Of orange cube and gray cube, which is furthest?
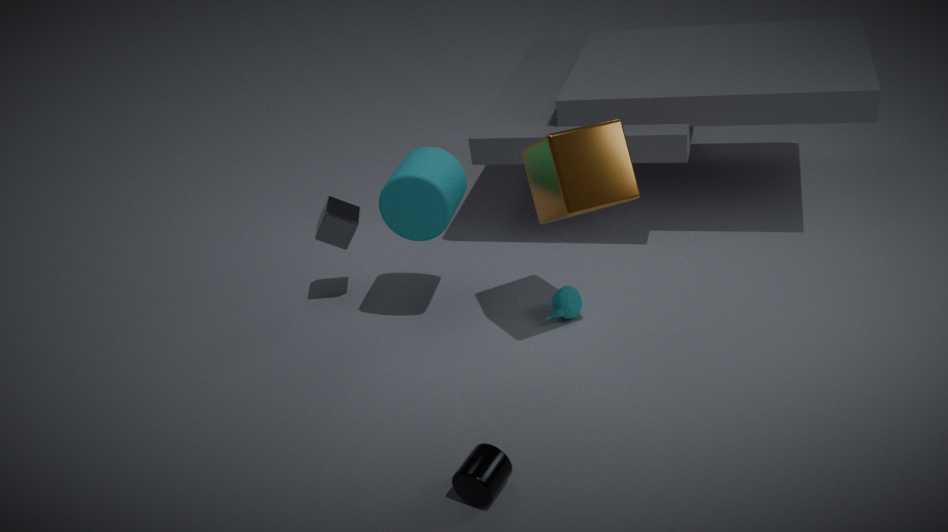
gray cube
